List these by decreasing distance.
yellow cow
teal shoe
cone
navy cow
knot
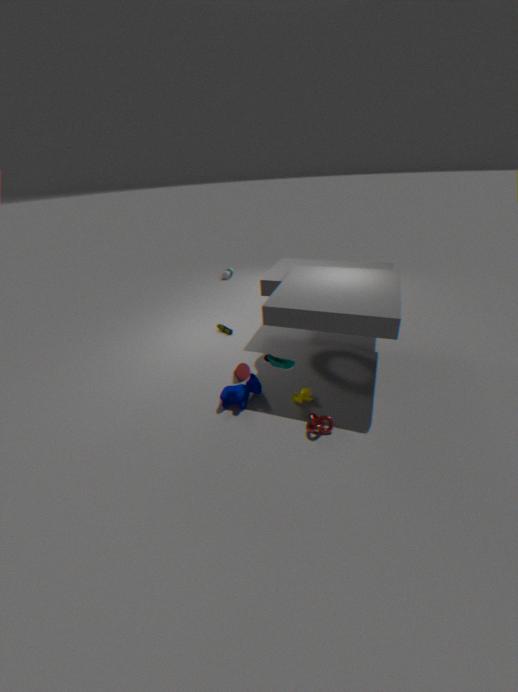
cone < yellow cow < navy cow < teal shoe < knot
